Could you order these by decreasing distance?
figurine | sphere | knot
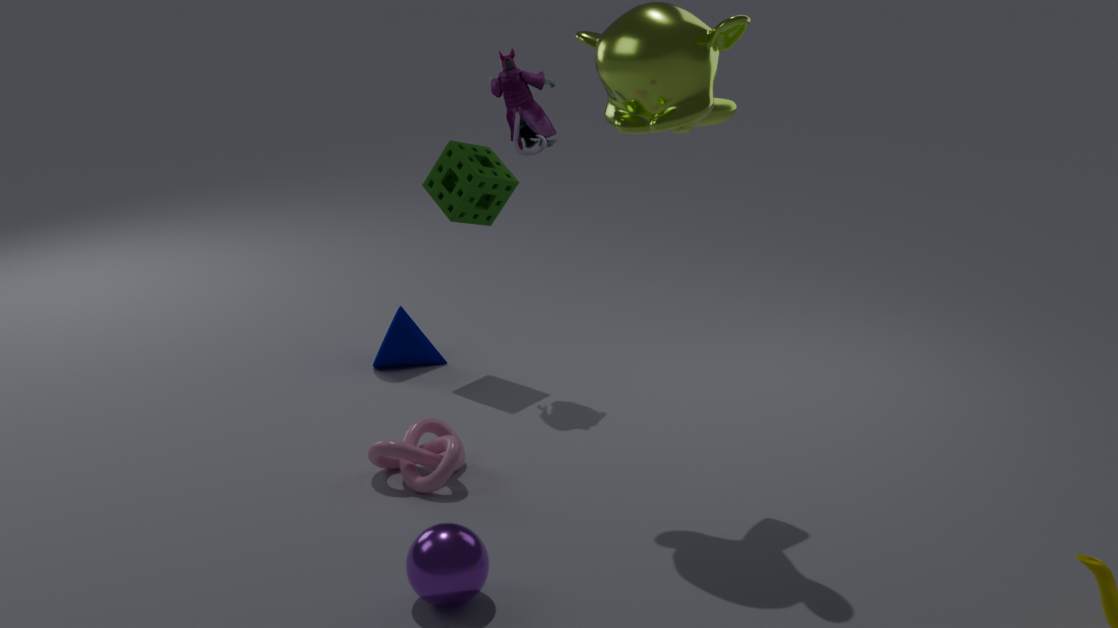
figurine → knot → sphere
